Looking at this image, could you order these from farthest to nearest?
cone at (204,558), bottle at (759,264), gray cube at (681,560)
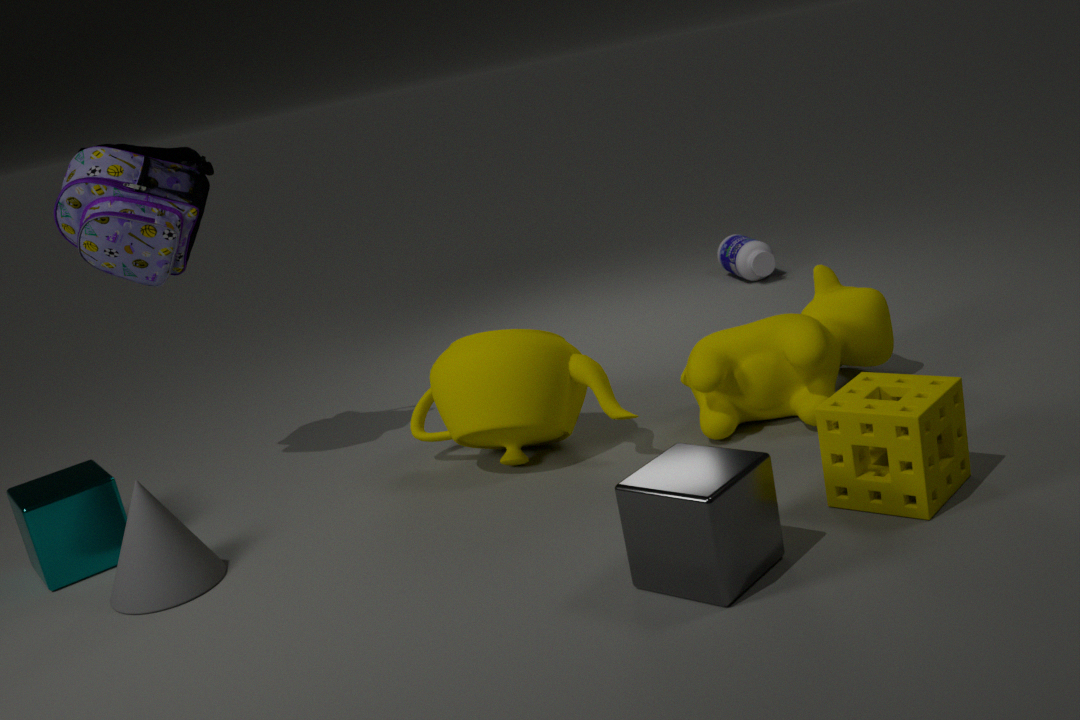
bottle at (759,264) < cone at (204,558) < gray cube at (681,560)
